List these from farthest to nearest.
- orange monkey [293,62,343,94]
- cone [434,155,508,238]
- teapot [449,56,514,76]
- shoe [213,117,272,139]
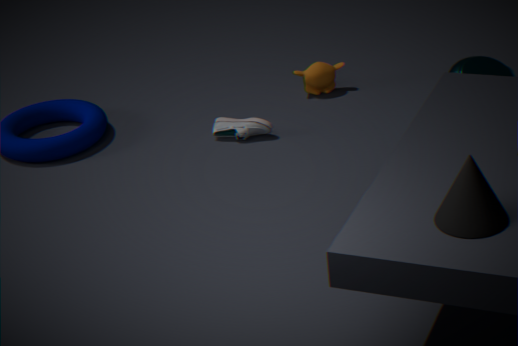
orange monkey [293,62,343,94] → shoe [213,117,272,139] → teapot [449,56,514,76] → cone [434,155,508,238]
